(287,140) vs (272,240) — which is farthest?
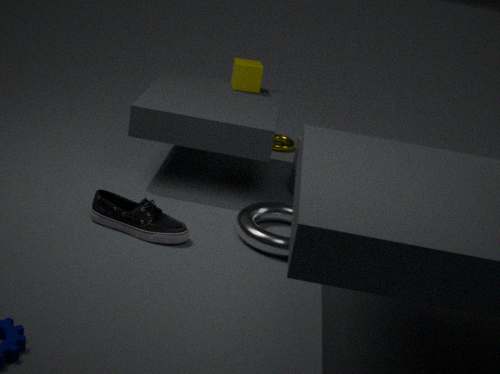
(287,140)
